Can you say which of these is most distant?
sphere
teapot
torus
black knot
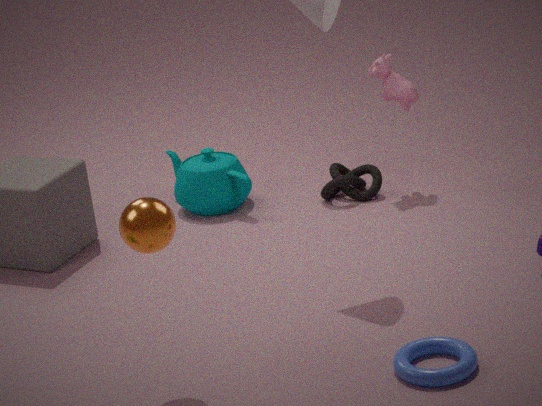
teapot
